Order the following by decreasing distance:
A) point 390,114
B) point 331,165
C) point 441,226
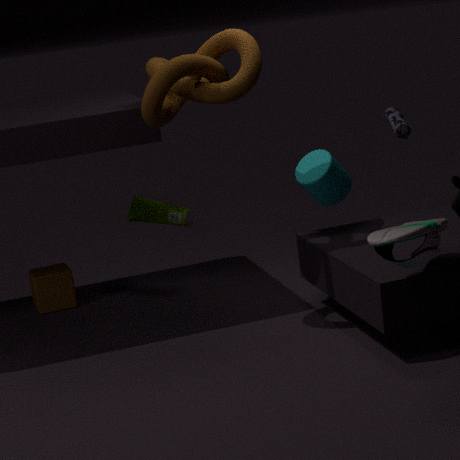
A. point 390,114 < B. point 331,165 < C. point 441,226
